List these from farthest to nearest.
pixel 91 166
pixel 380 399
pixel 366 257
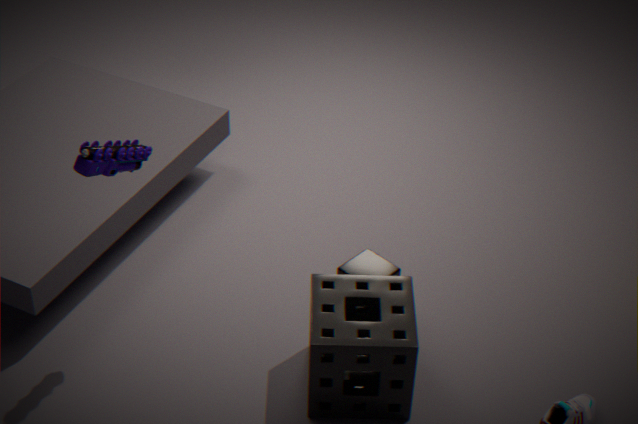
pixel 366 257 → pixel 380 399 → pixel 91 166
